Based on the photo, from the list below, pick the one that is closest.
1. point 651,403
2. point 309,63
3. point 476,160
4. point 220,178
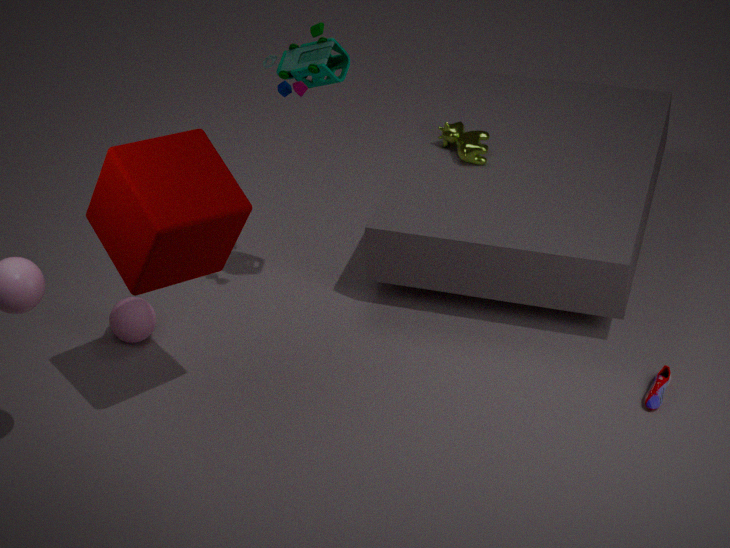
point 220,178
